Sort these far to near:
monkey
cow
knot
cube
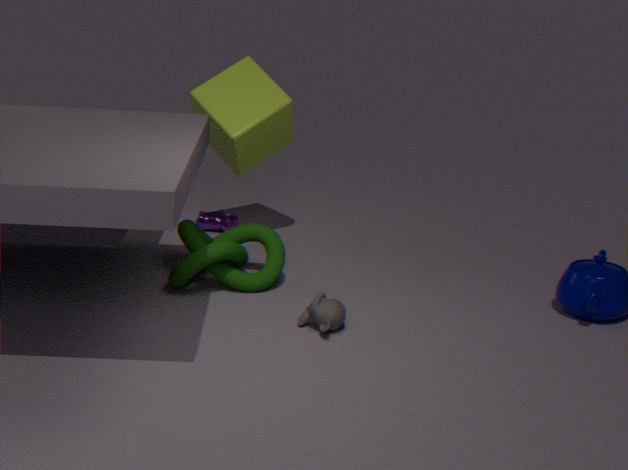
cow
cube
knot
monkey
